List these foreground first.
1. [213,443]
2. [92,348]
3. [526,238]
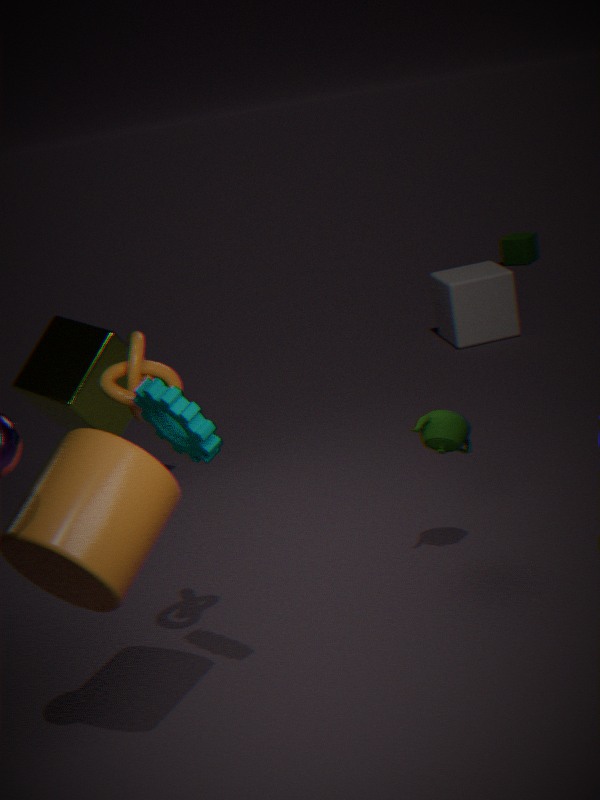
[213,443]
[92,348]
[526,238]
